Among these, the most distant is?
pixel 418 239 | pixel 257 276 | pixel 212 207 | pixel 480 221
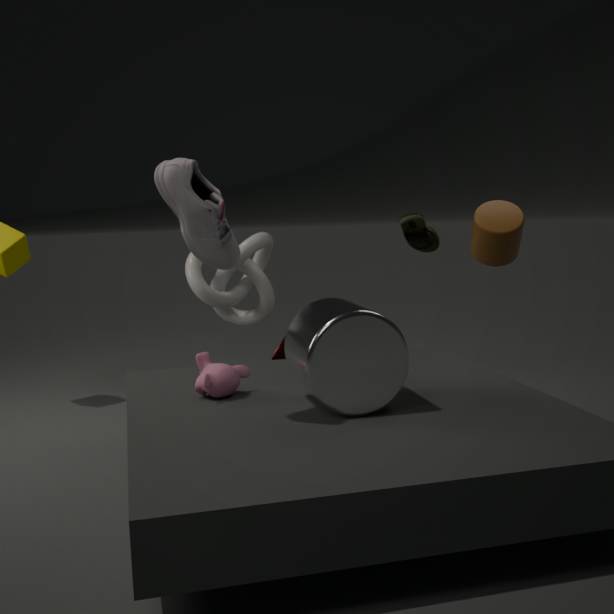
pixel 257 276
